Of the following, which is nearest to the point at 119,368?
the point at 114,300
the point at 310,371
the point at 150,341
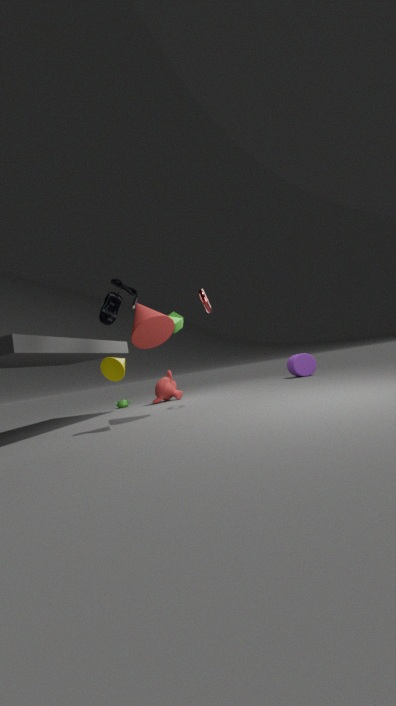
the point at 114,300
